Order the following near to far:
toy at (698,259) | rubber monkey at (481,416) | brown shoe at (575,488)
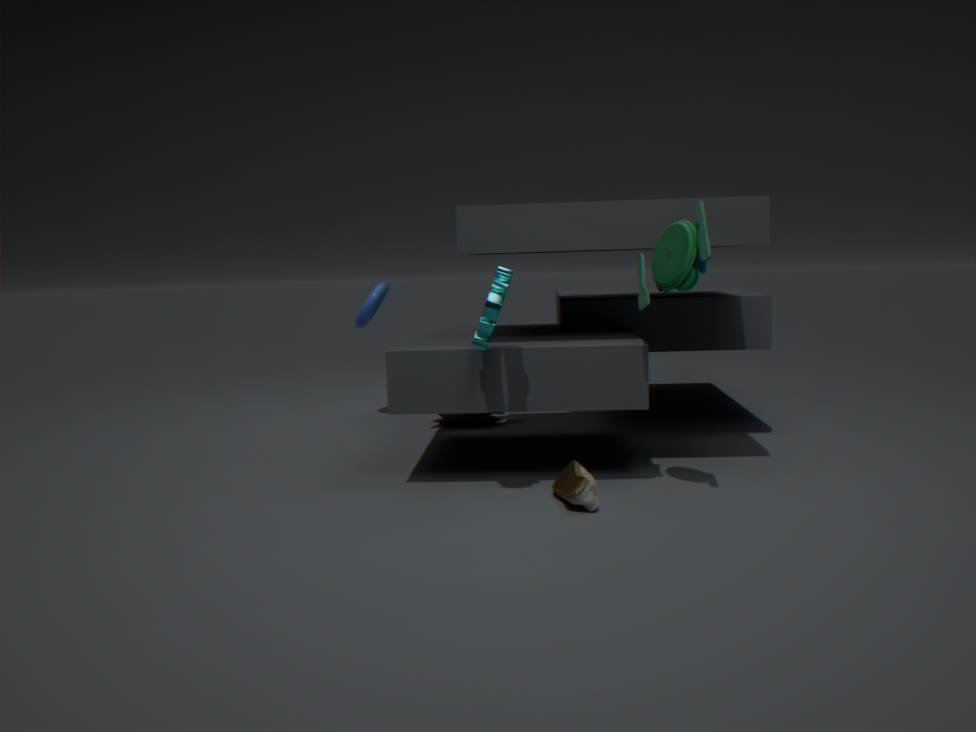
1. toy at (698,259)
2. brown shoe at (575,488)
3. rubber monkey at (481,416)
